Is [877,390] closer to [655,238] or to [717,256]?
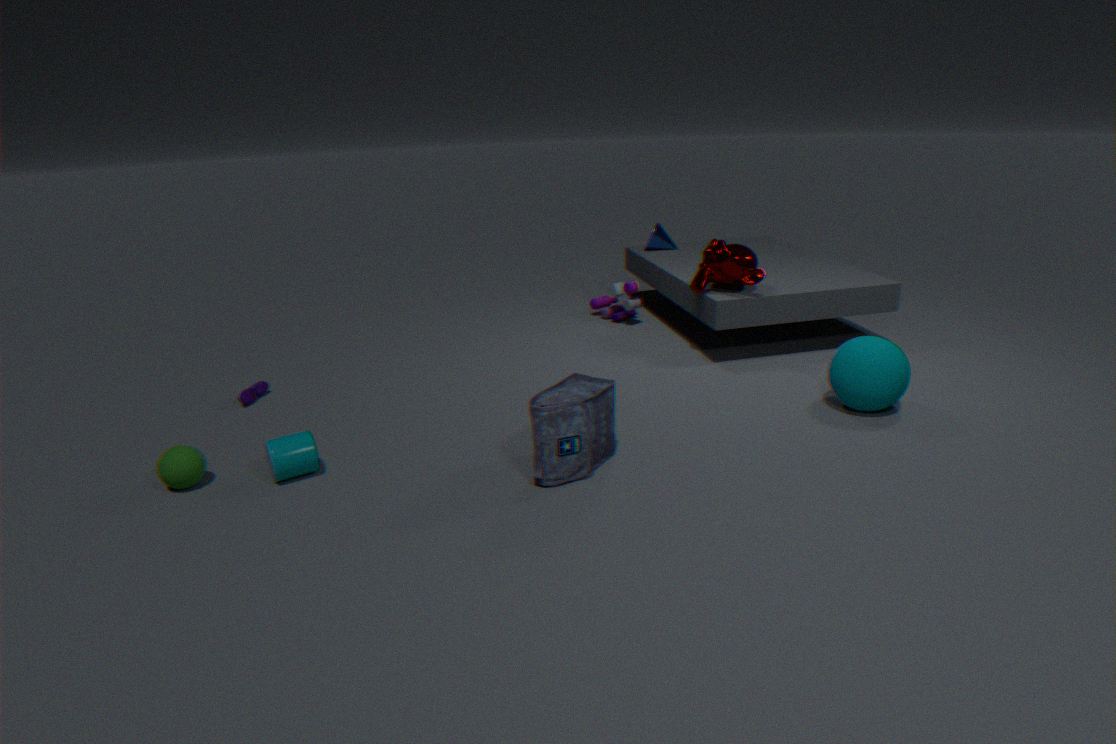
[717,256]
